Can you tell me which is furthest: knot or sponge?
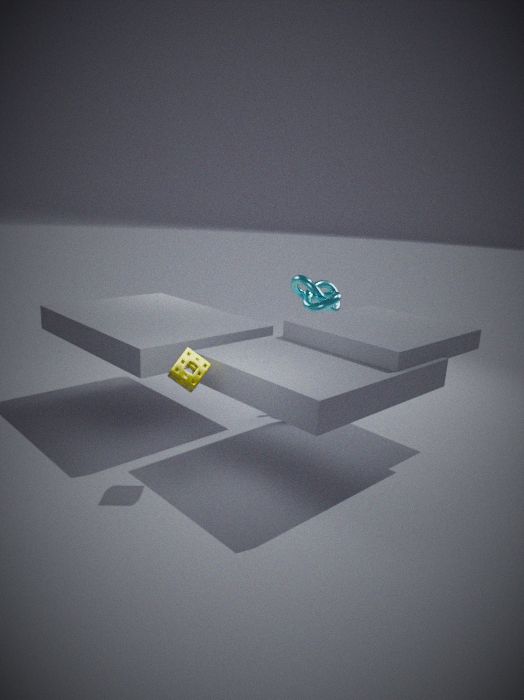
knot
